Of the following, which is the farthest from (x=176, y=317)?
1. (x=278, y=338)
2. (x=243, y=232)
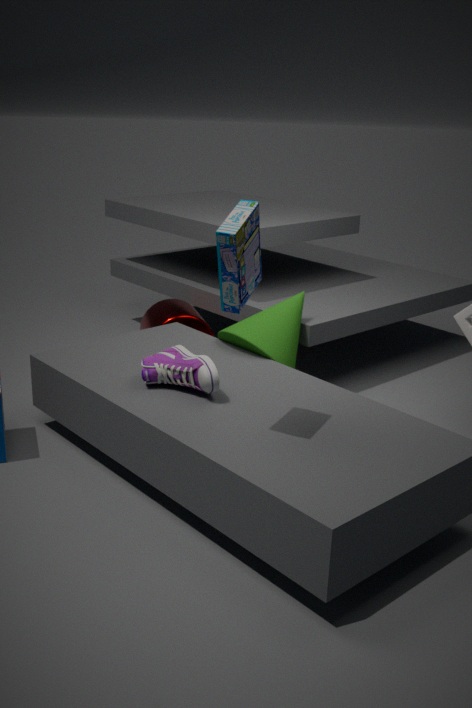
(x=243, y=232)
